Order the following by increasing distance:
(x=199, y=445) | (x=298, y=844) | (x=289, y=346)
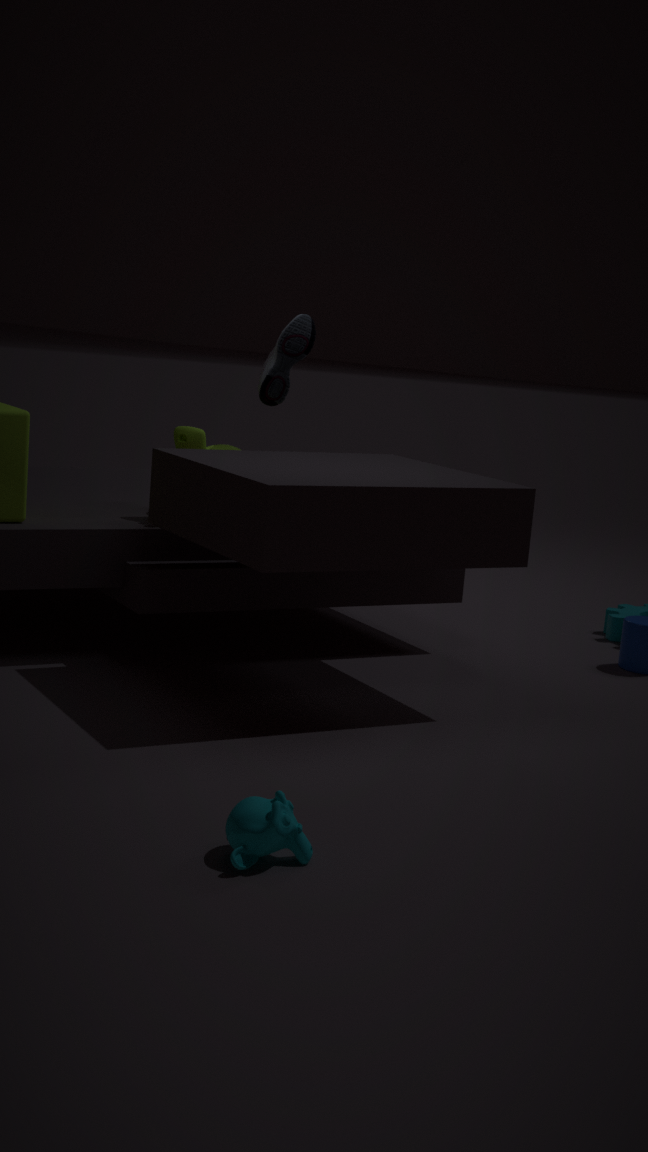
(x=298, y=844) → (x=199, y=445) → (x=289, y=346)
